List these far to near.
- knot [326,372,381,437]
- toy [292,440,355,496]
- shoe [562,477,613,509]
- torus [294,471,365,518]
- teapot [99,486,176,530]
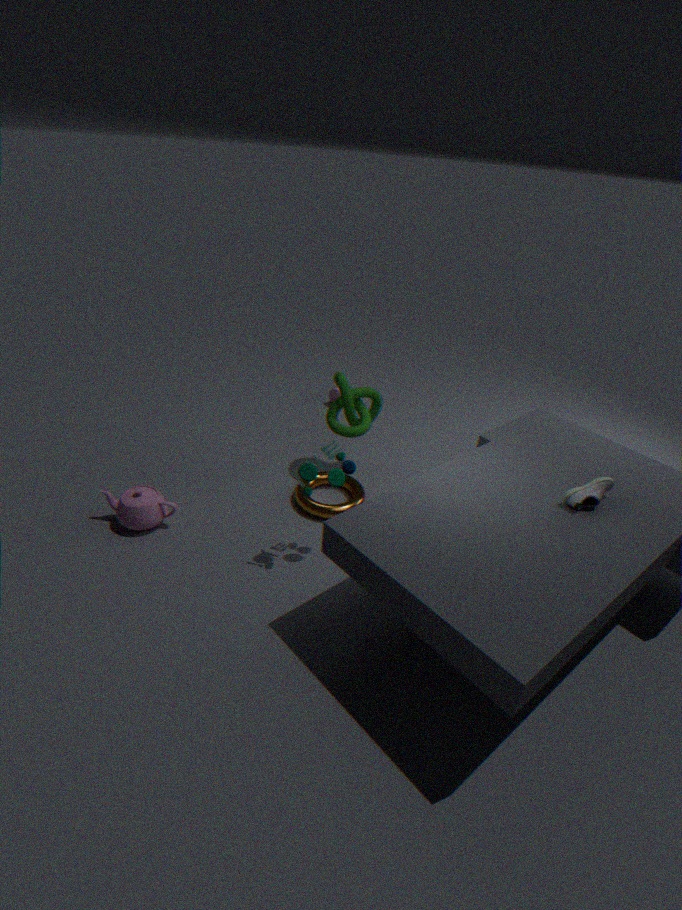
knot [326,372,381,437] < torus [294,471,365,518] < teapot [99,486,176,530] < toy [292,440,355,496] < shoe [562,477,613,509]
